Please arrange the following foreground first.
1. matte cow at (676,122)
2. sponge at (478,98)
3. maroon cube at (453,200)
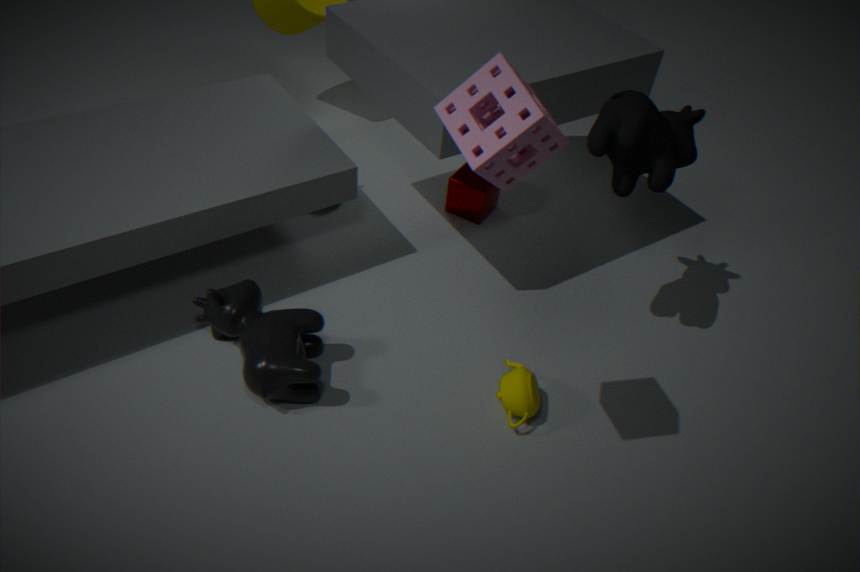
1. sponge at (478,98)
2. matte cow at (676,122)
3. maroon cube at (453,200)
